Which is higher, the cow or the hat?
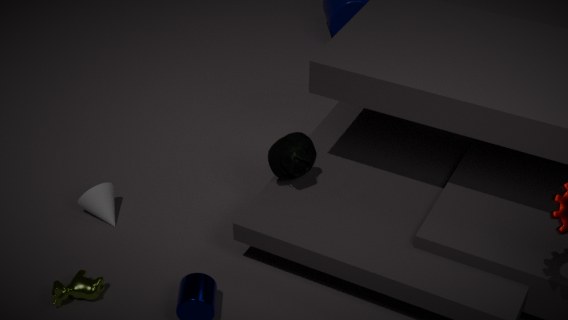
the hat
